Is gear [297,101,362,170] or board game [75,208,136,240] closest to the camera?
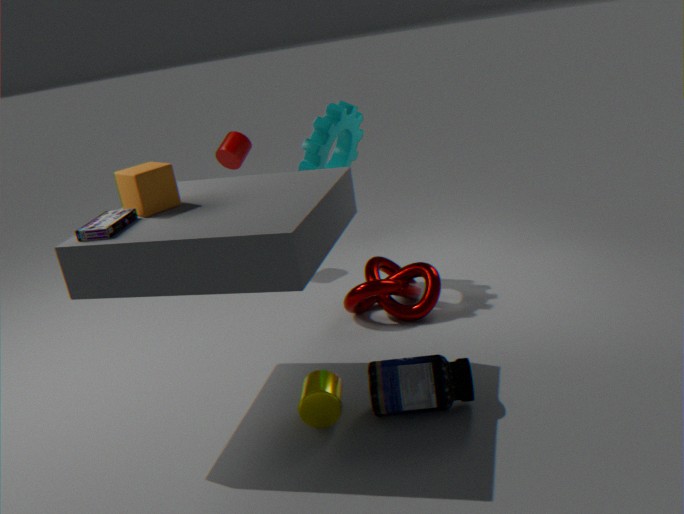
board game [75,208,136,240]
